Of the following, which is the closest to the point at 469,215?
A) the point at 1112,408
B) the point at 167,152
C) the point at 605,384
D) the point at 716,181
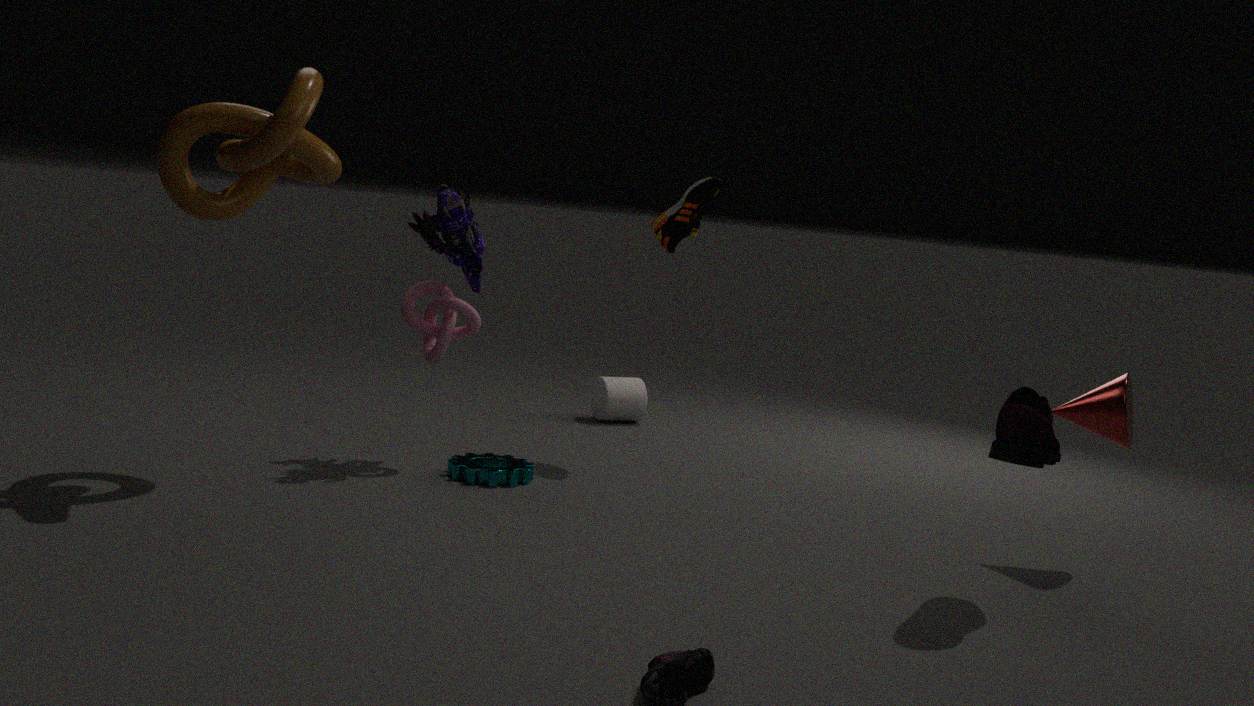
the point at 167,152
